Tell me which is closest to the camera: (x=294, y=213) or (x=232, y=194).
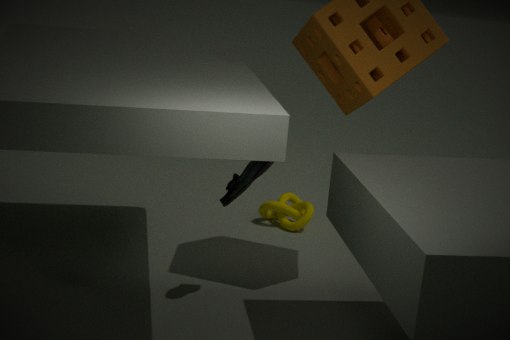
(x=232, y=194)
